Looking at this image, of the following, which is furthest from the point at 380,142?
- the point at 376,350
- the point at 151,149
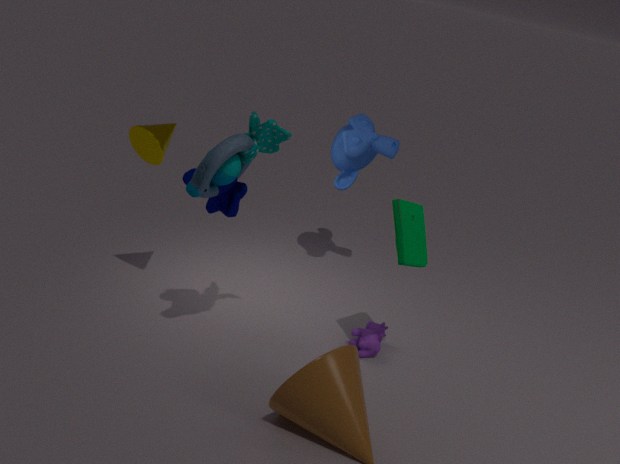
the point at 151,149
